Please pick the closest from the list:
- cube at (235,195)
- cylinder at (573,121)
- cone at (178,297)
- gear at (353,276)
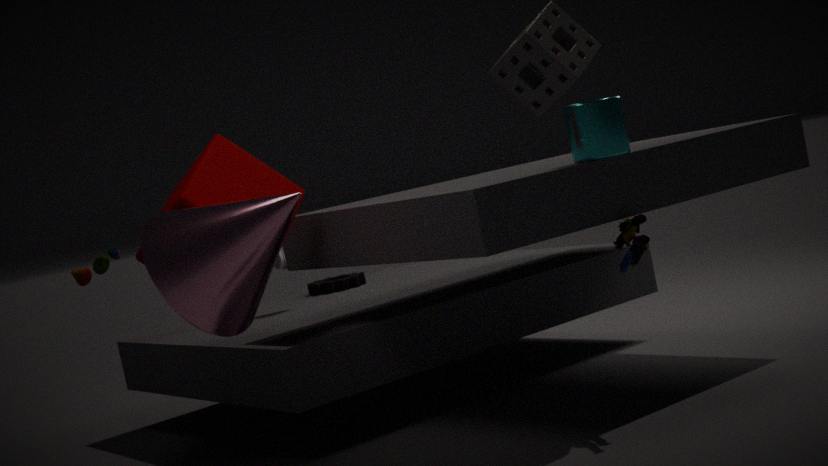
cone at (178,297)
